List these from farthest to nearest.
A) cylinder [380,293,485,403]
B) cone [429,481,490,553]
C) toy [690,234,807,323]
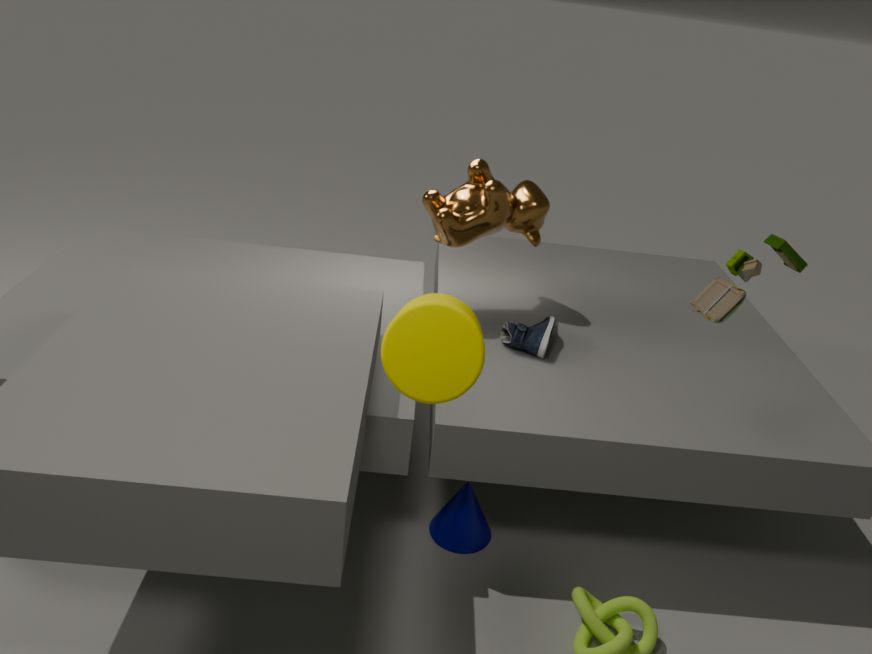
cone [429,481,490,553] < toy [690,234,807,323] < cylinder [380,293,485,403]
